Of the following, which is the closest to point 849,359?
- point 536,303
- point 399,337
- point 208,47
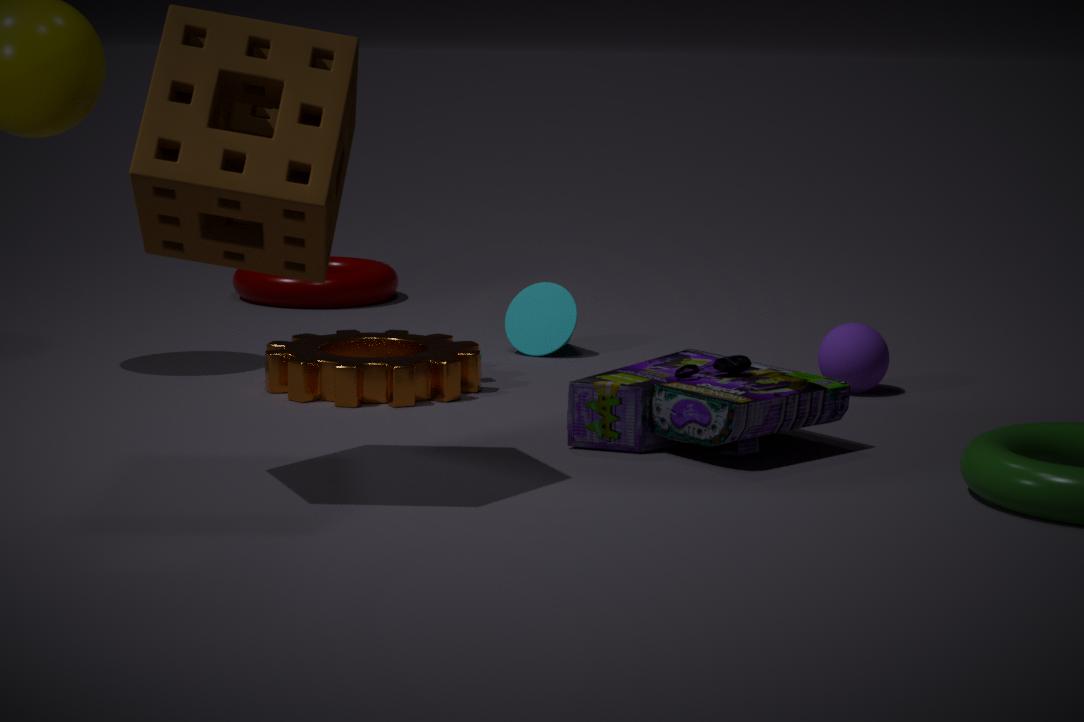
point 536,303
